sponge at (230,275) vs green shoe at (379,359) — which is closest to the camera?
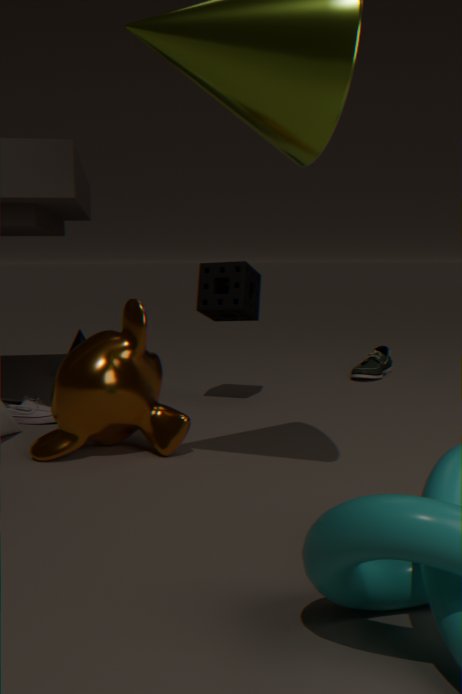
sponge at (230,275)
